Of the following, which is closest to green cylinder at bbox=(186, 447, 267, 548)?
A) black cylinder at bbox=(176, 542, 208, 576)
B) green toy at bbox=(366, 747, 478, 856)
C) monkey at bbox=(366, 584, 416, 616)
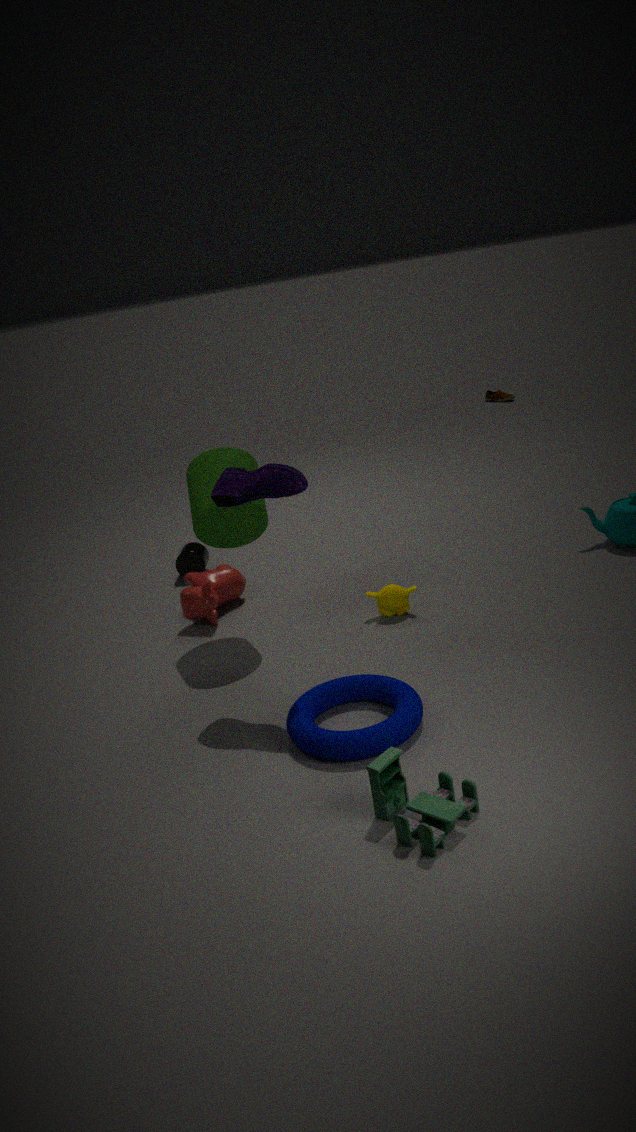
monkey at bbox=(366, 584, 416, 616)
